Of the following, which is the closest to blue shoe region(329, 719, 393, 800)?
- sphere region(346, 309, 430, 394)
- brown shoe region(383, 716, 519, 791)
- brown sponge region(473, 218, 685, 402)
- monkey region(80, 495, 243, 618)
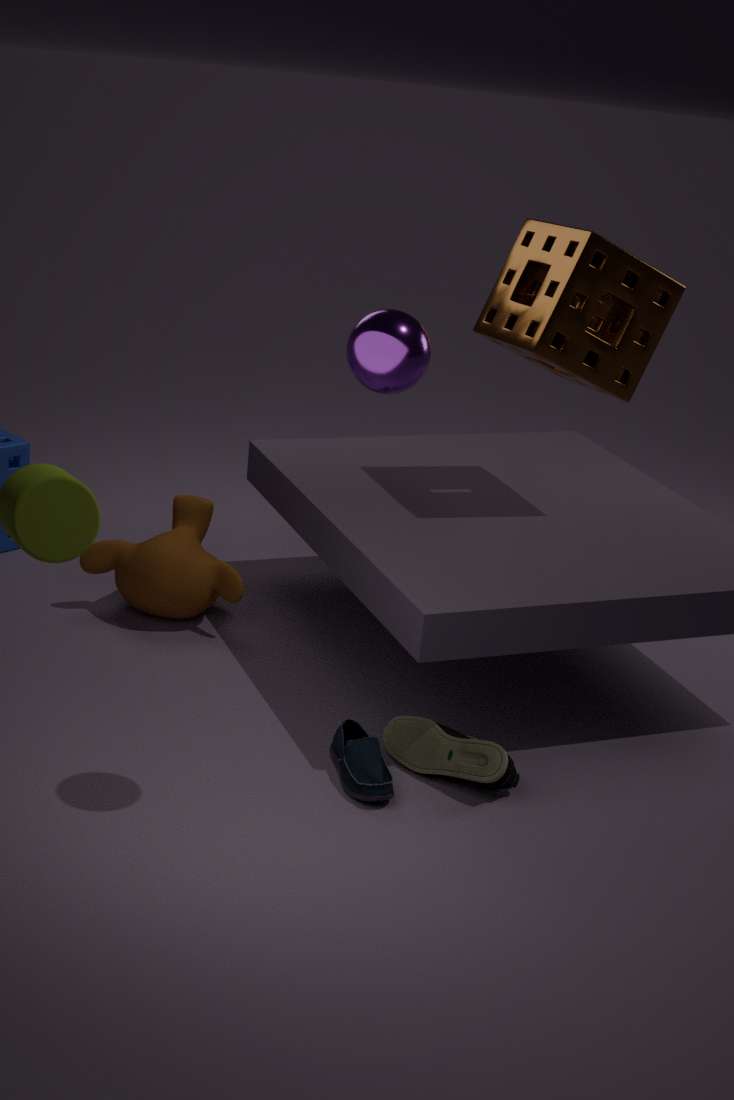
brown shoe region(383, 716, 519, 791)
